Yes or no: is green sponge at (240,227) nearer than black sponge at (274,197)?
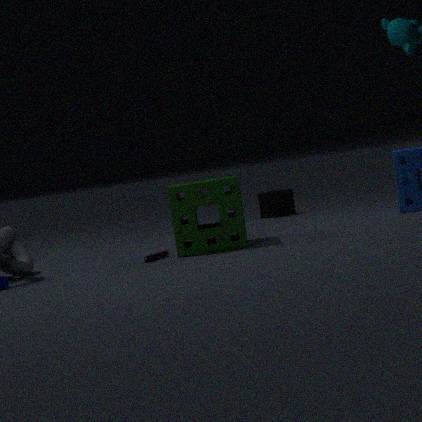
Yes
